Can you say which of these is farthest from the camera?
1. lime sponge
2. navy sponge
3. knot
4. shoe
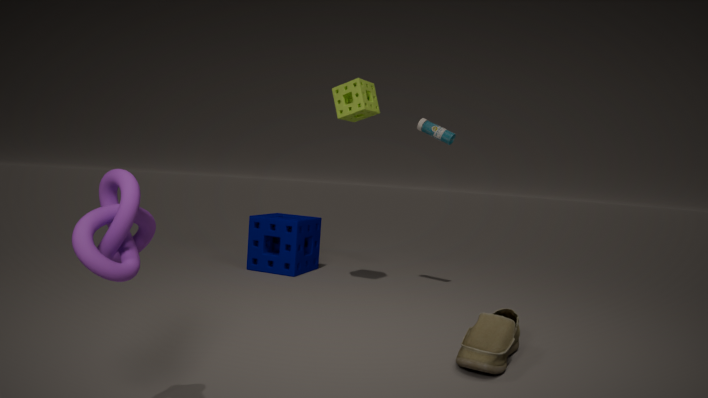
navy sponge
